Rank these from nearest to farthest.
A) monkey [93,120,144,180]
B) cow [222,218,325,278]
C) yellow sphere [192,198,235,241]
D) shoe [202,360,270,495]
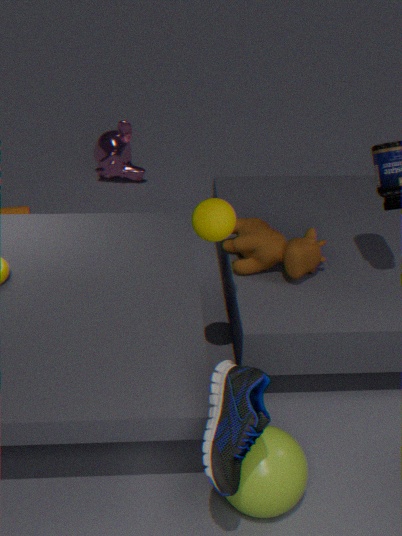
shoe [202,360,270,495] → yellow sphere [192,198,235,241] → cow [222,218,325,278] → monkey [93,120,144,180]
